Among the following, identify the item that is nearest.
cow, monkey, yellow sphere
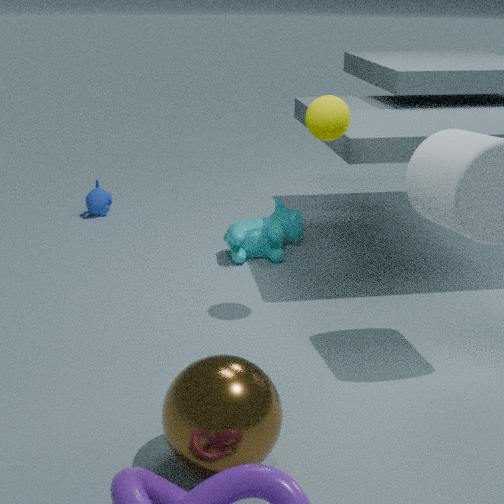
yellow sphere
